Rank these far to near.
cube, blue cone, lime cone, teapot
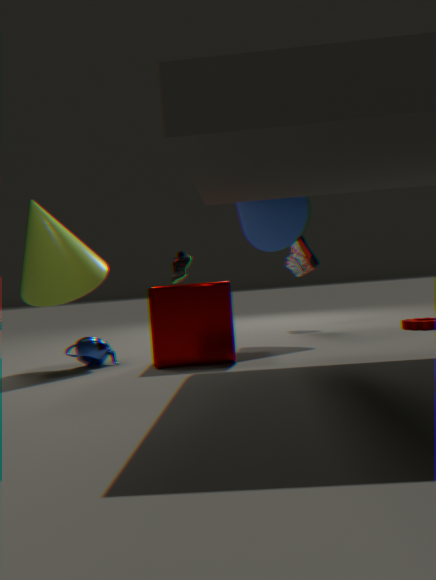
blue cone < teapot < lime cone < cube
